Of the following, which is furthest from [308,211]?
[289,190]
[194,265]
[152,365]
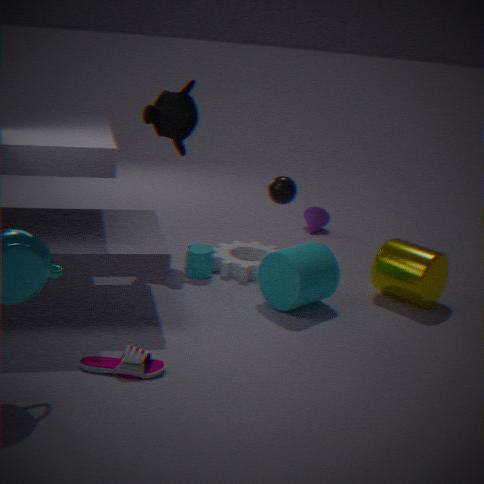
[152,365]
